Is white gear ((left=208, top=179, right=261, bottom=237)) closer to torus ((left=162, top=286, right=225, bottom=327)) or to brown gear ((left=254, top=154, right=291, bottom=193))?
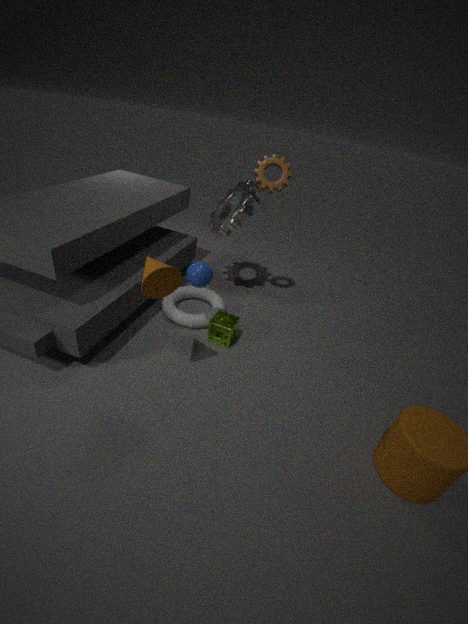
brown gear ((left=254, top=154, right=291, bottom=193))
